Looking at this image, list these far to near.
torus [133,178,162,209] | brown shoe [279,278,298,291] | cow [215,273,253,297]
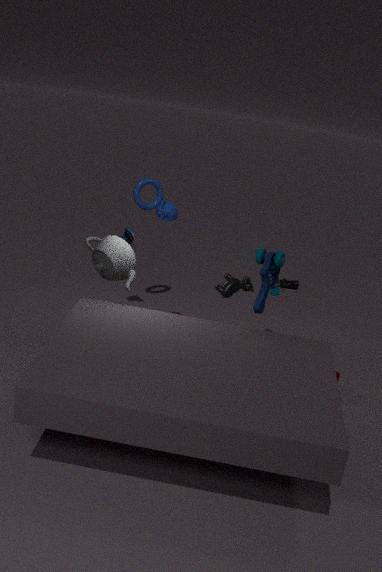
brown shoe [279,278,298,291], torus [133,178,162,209], cow [215,273,253,297]
